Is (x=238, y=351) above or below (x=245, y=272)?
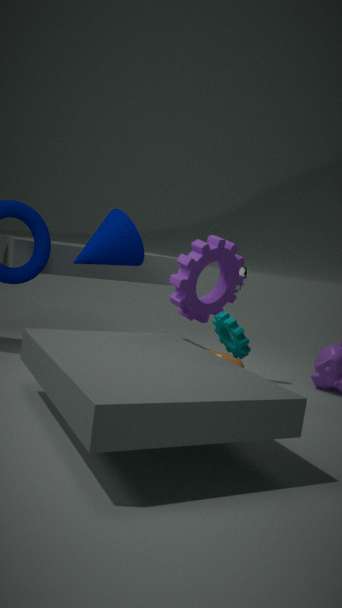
below
